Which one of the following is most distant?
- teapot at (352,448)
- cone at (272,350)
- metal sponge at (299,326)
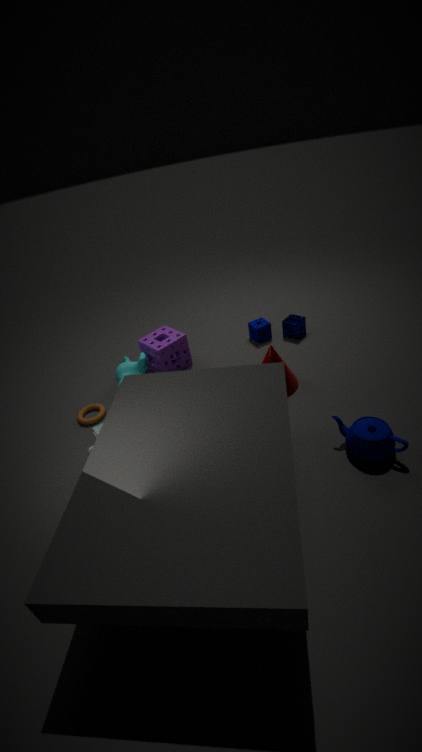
metal sponge at (299,326)
